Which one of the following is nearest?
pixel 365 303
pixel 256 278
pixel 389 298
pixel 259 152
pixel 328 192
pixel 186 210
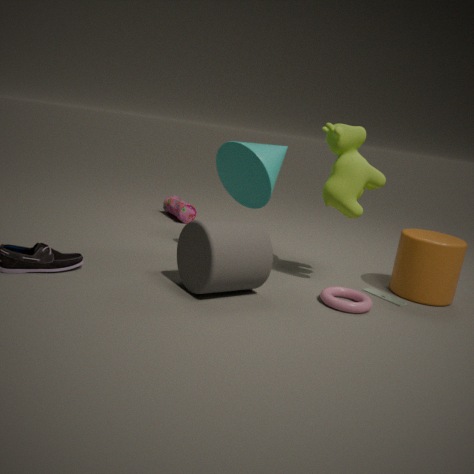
pixel 256 278
